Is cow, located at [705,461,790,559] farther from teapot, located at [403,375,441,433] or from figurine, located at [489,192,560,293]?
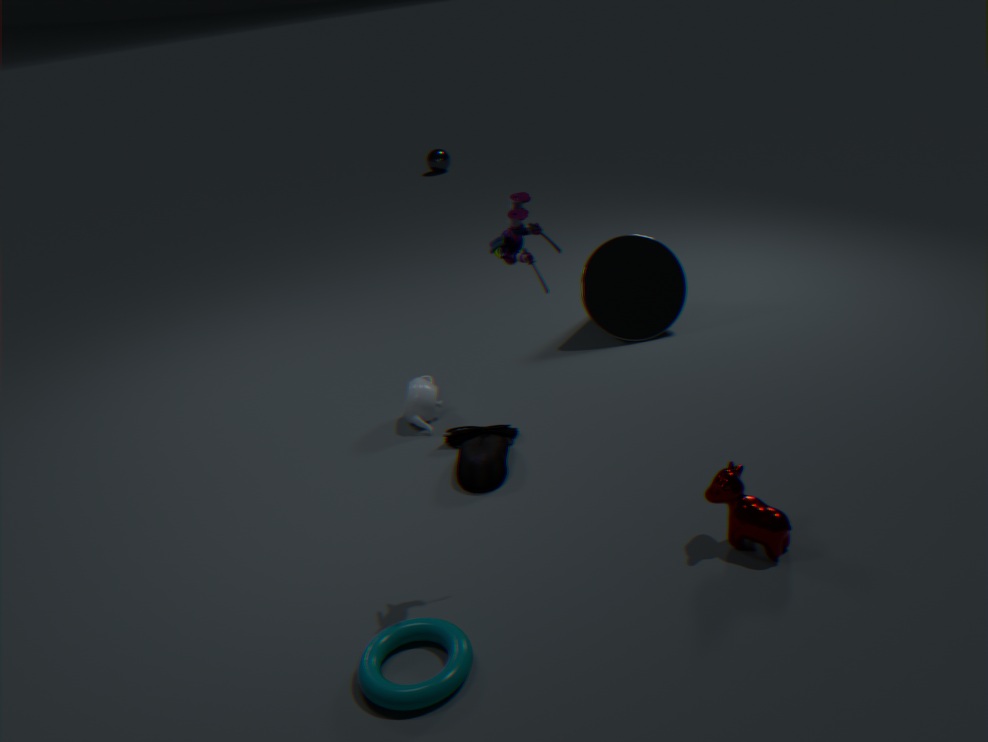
teapot, located at [403,375,441,433]
